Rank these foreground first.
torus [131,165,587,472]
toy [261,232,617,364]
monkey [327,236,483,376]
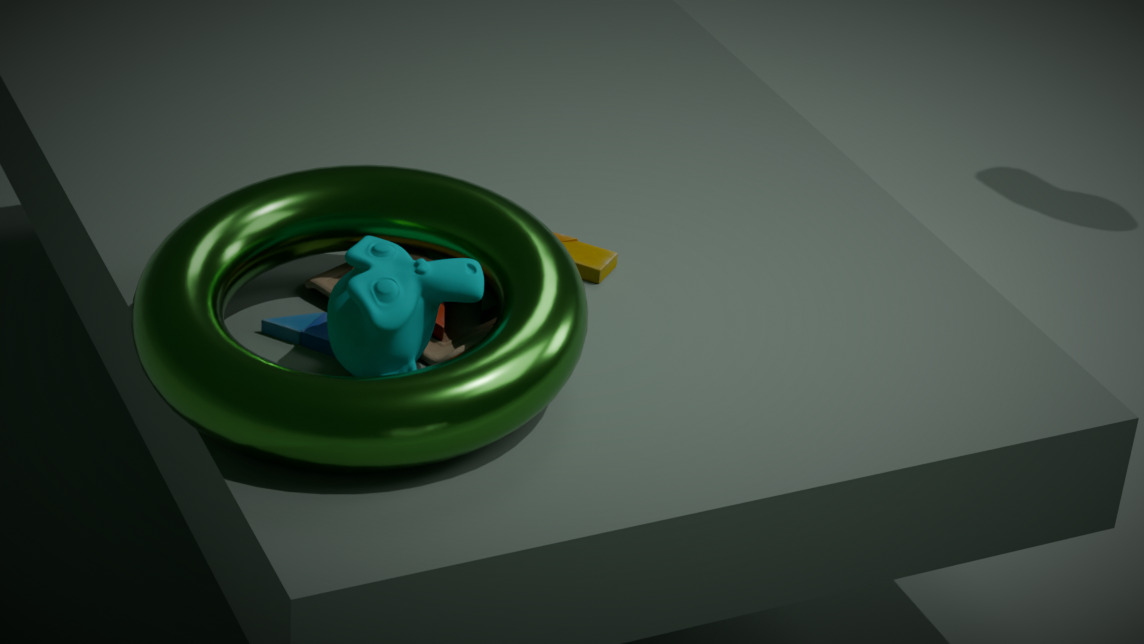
torus [131,165,587,472]
monkey [327,236,483,376]
toy [261,232,617,364]
